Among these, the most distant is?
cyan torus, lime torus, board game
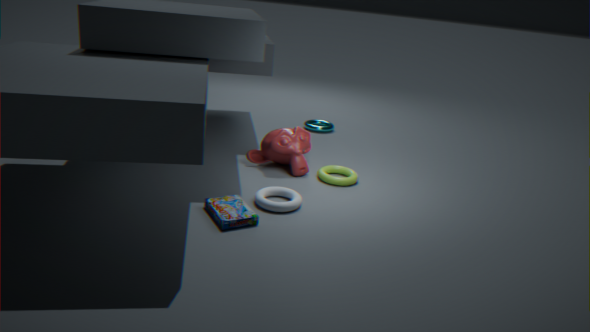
cyan torus
